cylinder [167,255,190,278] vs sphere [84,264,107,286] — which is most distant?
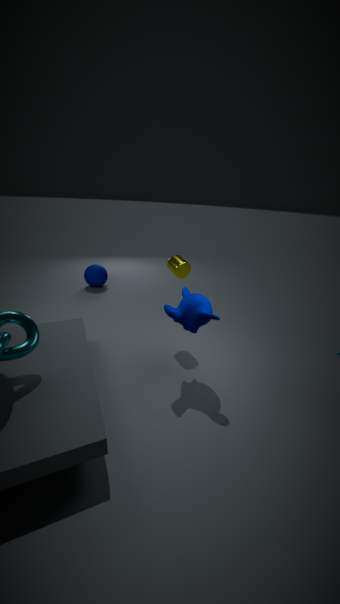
sphere [84,264,107,286]
